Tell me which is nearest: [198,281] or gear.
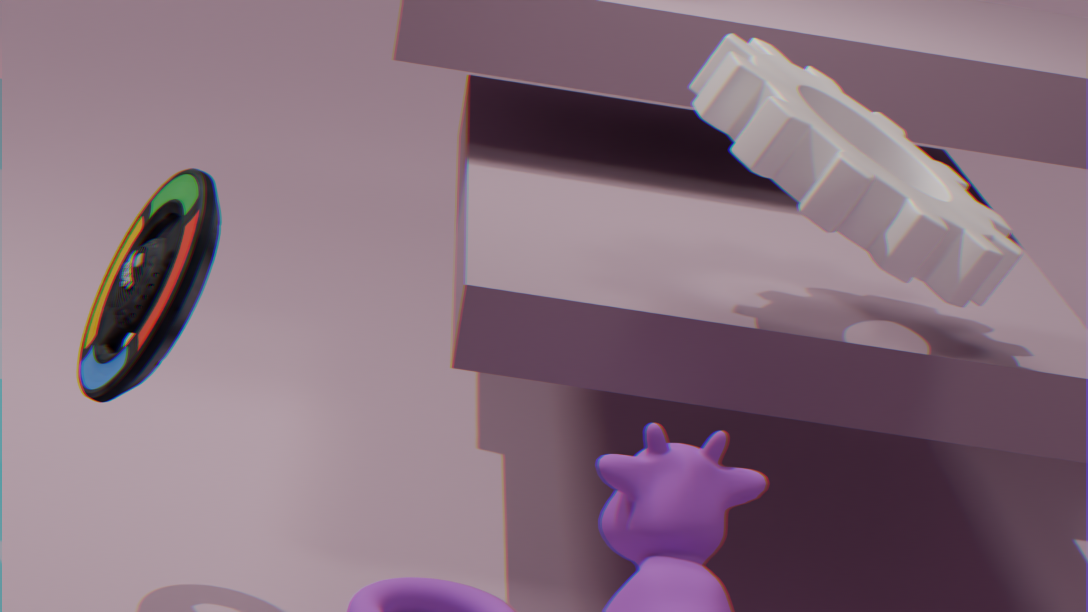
gear
